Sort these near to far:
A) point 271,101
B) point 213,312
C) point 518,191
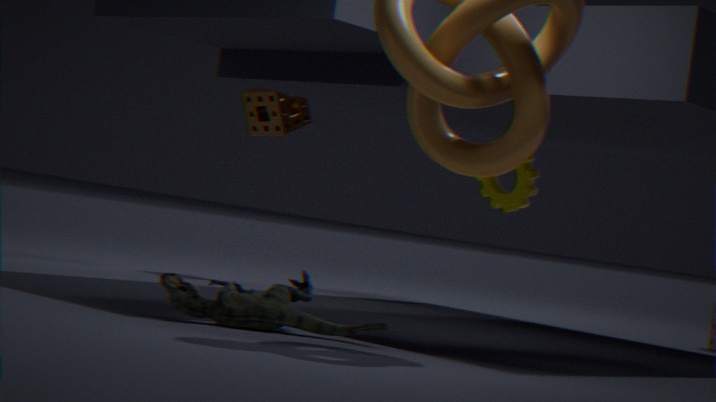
point 213,312 < point 518,191 < point 271,101
